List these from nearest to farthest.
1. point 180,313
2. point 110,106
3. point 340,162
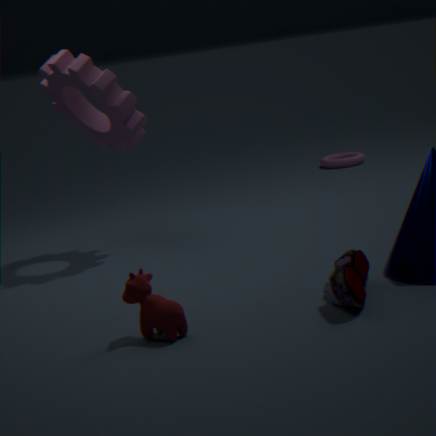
1. point 180,313
2. point 110,106
3. point 340,162
